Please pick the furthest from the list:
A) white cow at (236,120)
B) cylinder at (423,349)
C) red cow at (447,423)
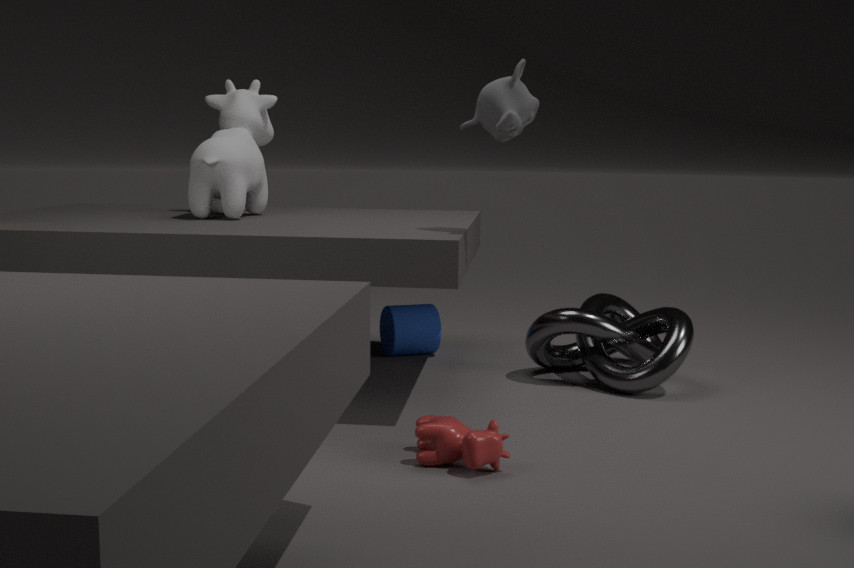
cylinder at (423,349)
